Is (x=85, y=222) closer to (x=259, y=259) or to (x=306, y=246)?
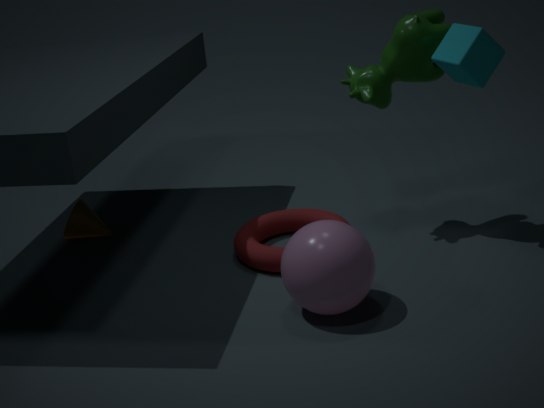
(x=259, y=259)
